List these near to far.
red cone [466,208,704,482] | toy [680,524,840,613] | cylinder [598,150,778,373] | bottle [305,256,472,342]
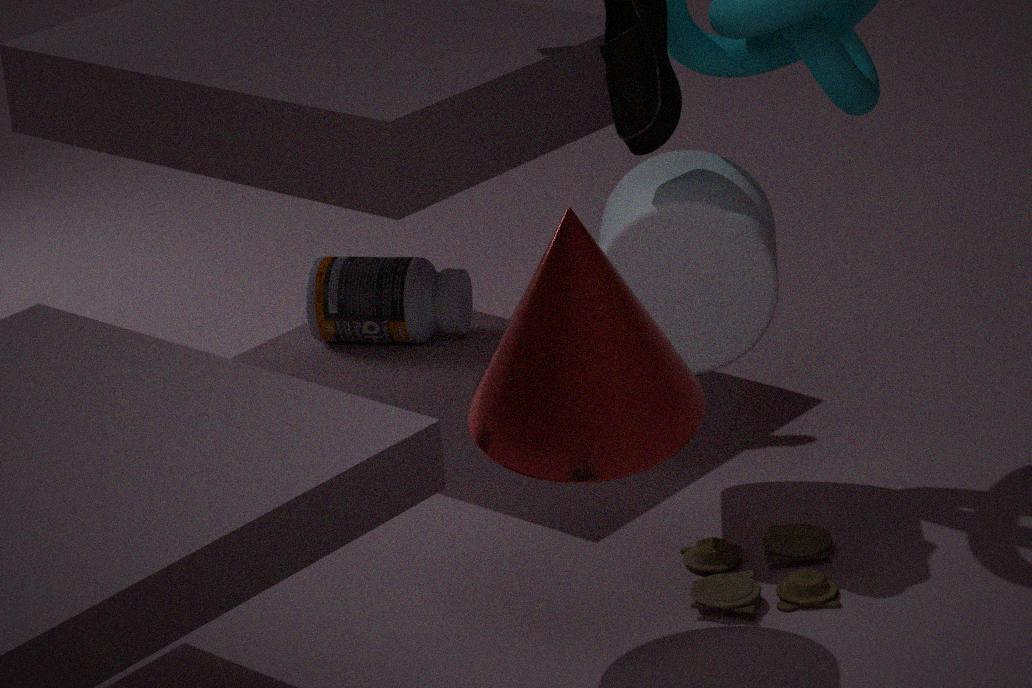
red cone [466,208,704,482], toy [680,524,840,613], cylinder [598,150,778,373], bottle [305,256,472,342]
